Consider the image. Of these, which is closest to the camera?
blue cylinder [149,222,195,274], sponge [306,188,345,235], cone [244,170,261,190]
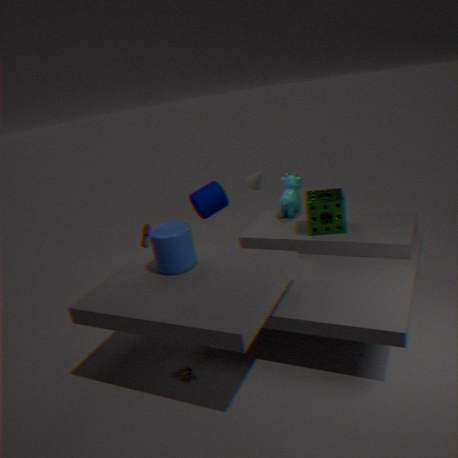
blue cylinder [149,222,195,274]
